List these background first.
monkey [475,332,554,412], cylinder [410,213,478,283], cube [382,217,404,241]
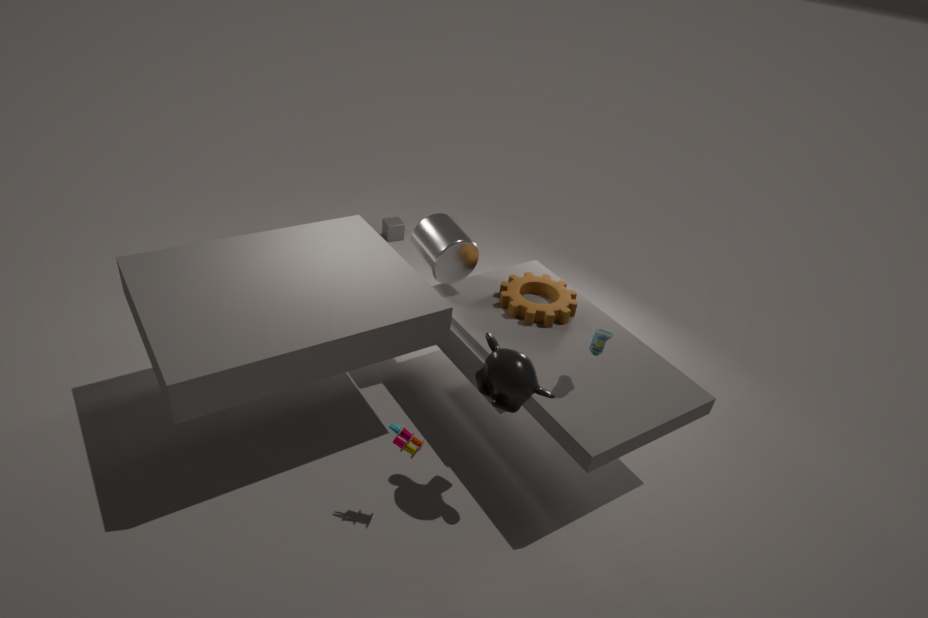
cube [382,217,404,241] < cylinder [410,213,478,283] < monkey [475,332,554,412]
